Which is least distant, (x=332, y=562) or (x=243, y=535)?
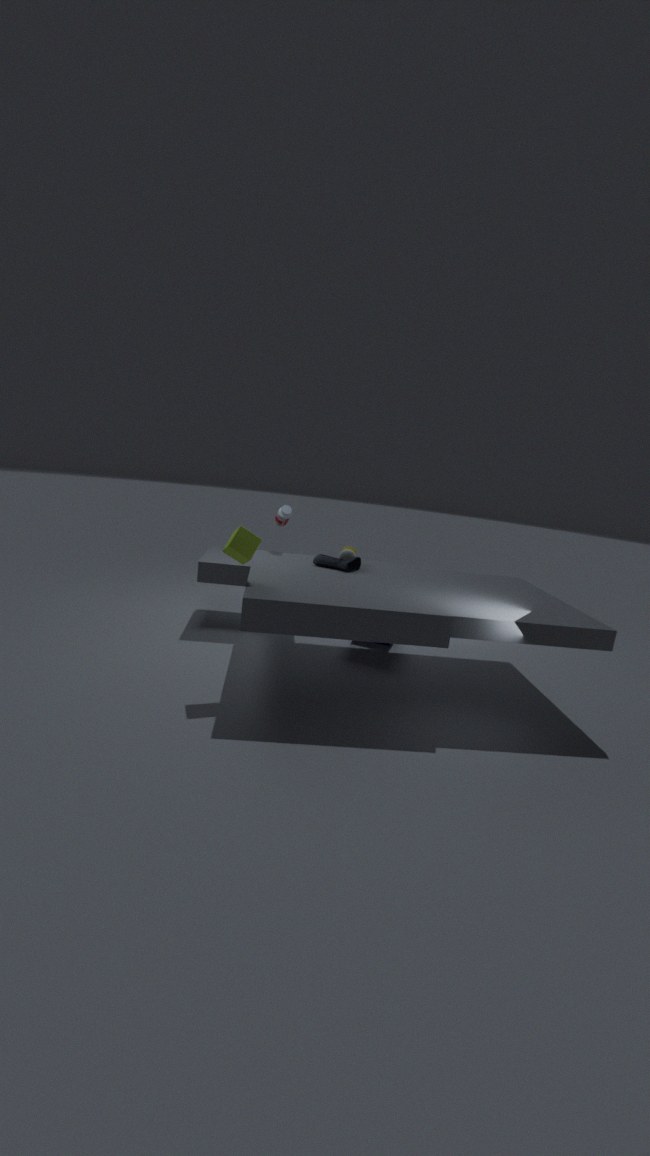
(x=243, y=535)
